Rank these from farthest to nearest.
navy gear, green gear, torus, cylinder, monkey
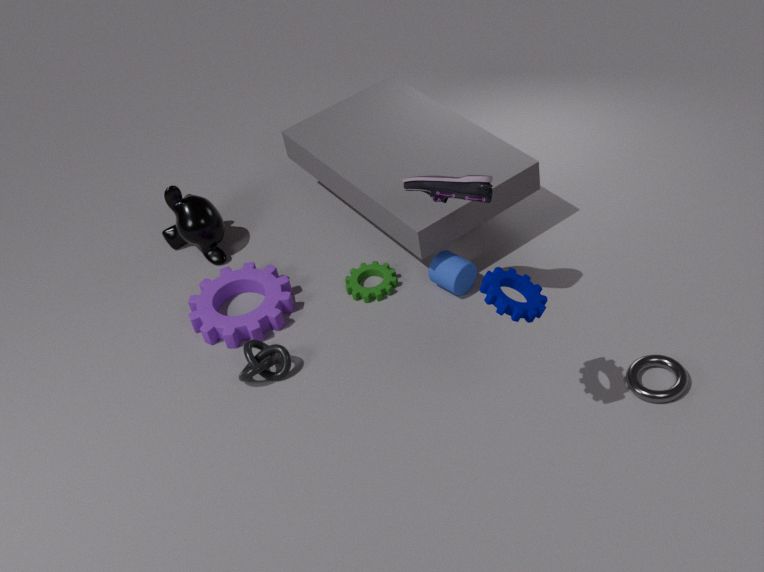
1. monkey
2. green gear
3. cylinder
4. torus
5. navy gear
